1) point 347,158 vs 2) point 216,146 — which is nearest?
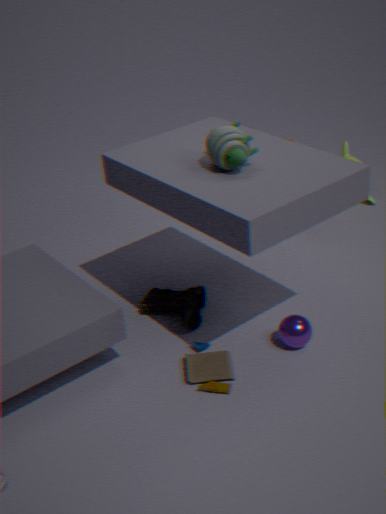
2. point 216,146
